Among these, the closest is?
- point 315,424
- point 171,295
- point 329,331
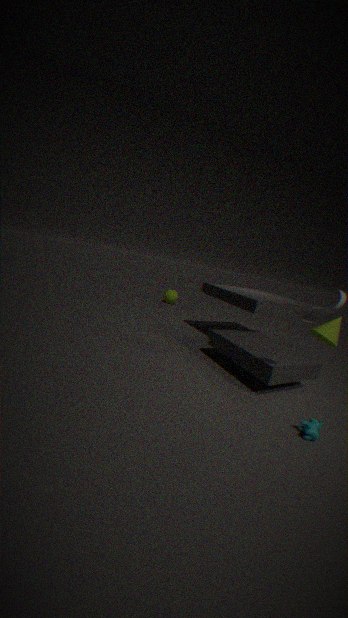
point 315,424
